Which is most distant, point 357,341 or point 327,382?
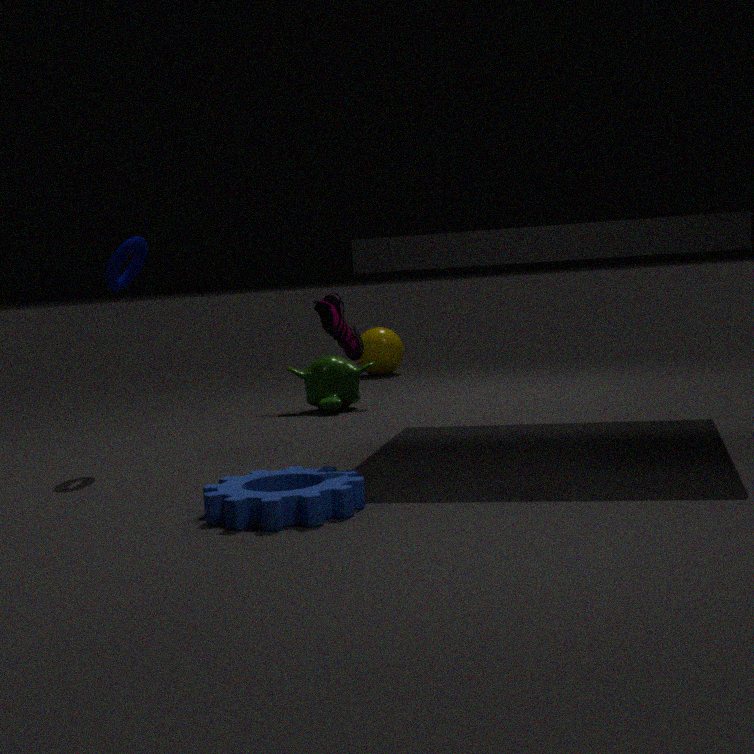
point 327,382
